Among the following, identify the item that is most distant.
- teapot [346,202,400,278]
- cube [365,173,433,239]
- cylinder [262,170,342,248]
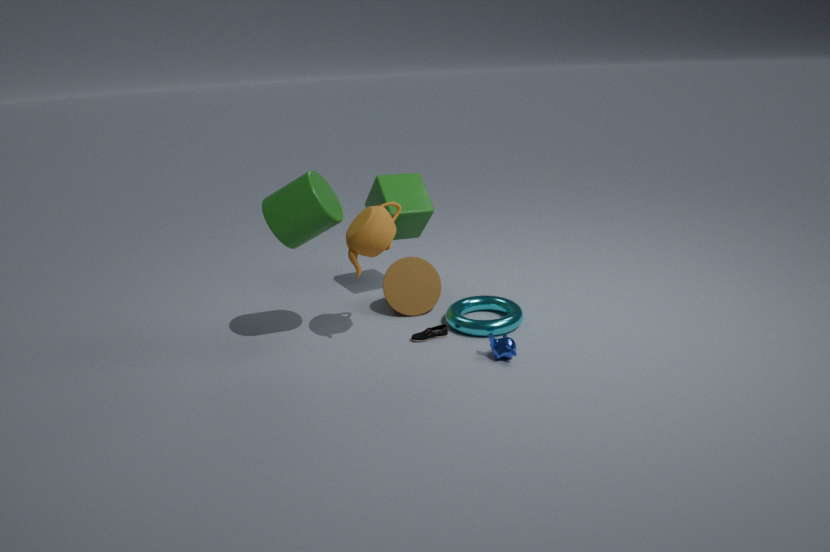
cube [365,173,433,239]
